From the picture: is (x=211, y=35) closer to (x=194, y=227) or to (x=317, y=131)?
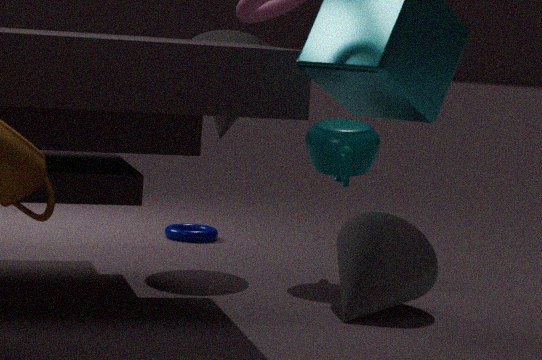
(x=317, y=131)
